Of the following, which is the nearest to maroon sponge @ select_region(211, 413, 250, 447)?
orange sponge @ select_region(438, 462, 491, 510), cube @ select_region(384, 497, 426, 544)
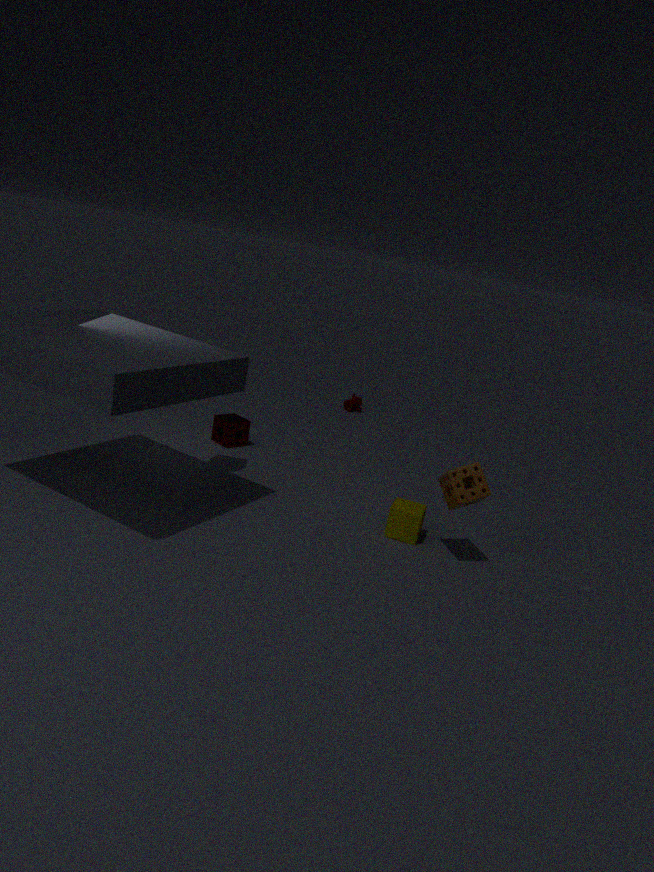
cube @ select_region(384, 497, 426, 544)
